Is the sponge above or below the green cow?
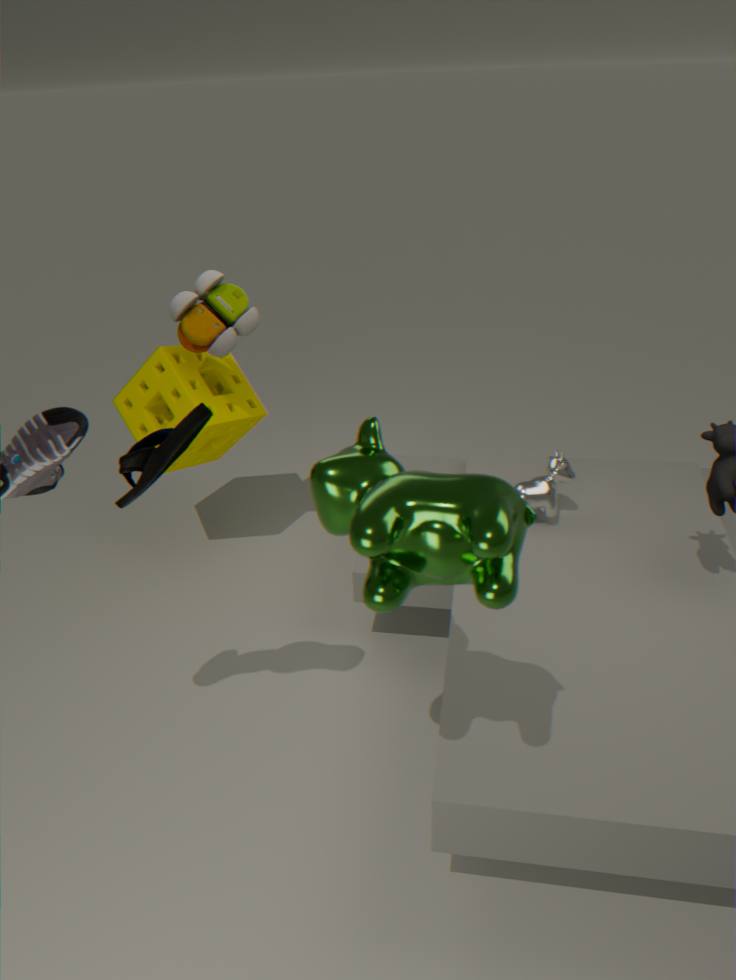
below
